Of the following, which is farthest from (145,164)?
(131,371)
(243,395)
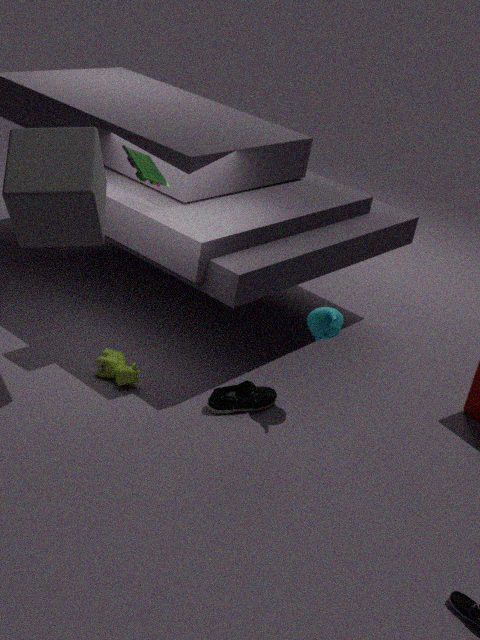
(243,395)
